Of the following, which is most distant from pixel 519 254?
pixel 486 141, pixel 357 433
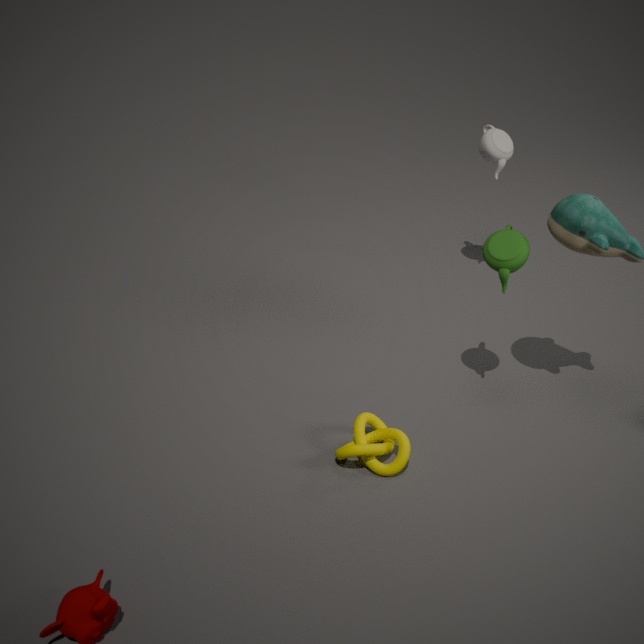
pixel 486 141
